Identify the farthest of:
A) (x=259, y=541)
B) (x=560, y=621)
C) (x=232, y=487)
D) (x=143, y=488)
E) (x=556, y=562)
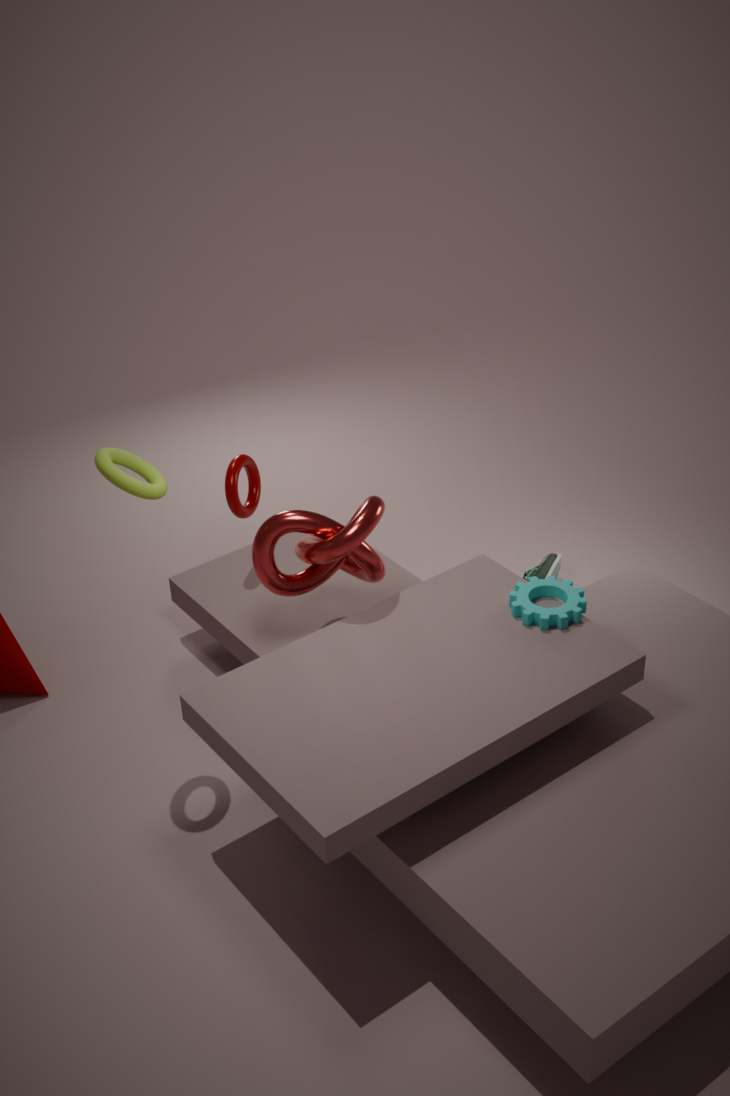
(x=556, y=562)
